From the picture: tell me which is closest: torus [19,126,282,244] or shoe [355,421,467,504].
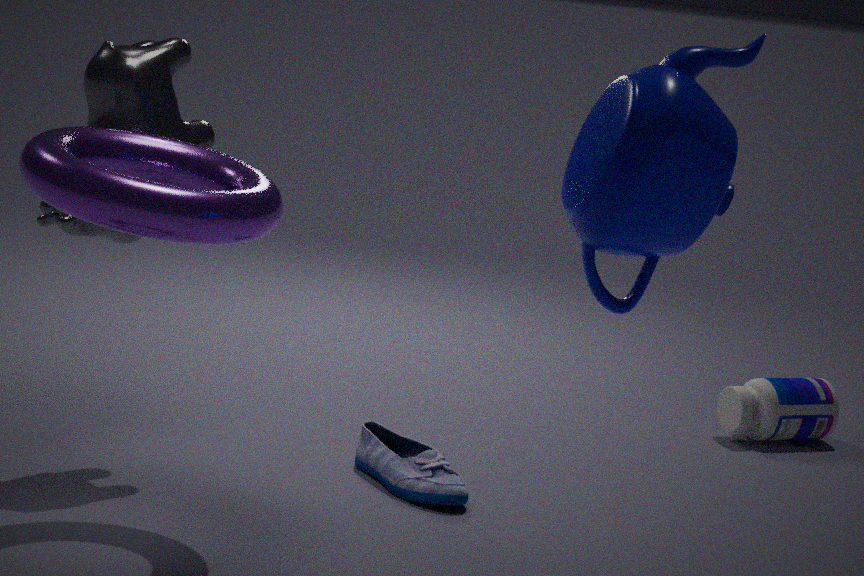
→ torus [19,126,282,244]
